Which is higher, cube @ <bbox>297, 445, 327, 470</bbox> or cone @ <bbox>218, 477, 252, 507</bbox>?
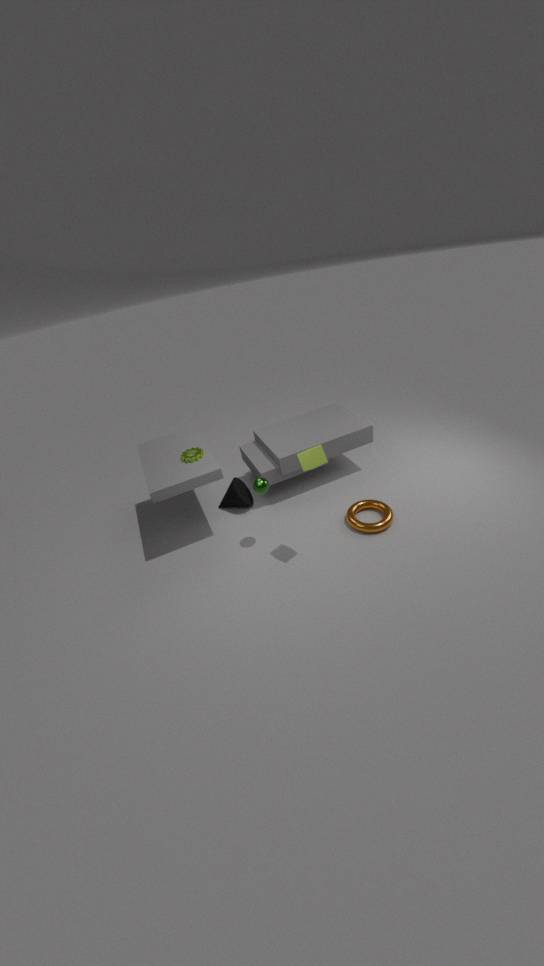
cube @ <bbox>297, 445, 327, 470</bbox>
